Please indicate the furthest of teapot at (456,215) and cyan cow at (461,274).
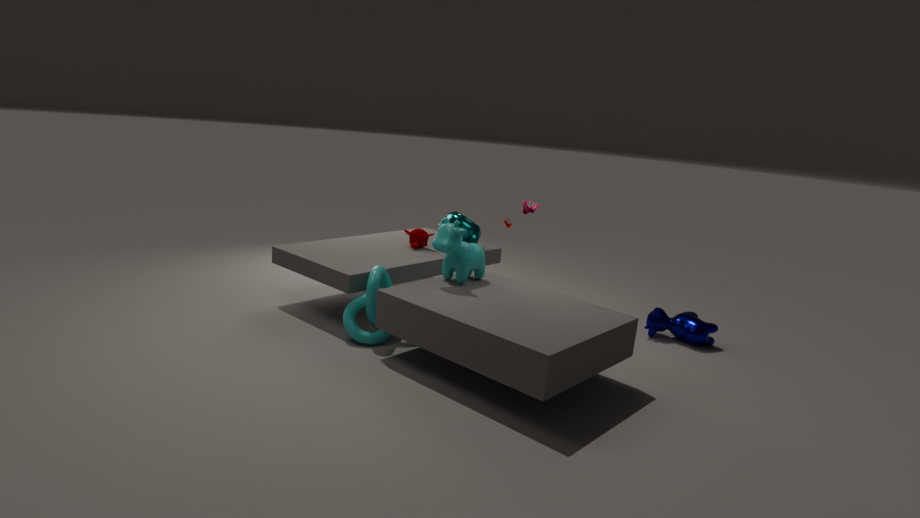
teapot at (456,215)
